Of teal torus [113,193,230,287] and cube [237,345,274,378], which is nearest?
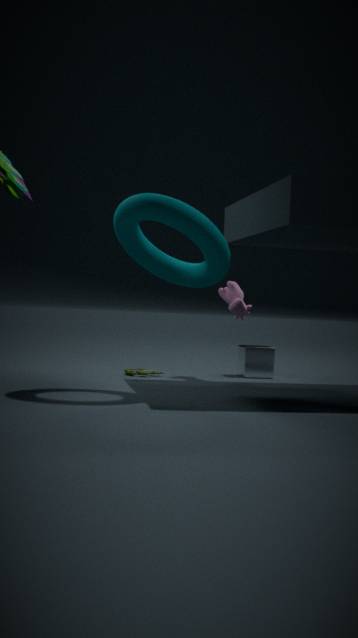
teal torus [113,193,230,287]
